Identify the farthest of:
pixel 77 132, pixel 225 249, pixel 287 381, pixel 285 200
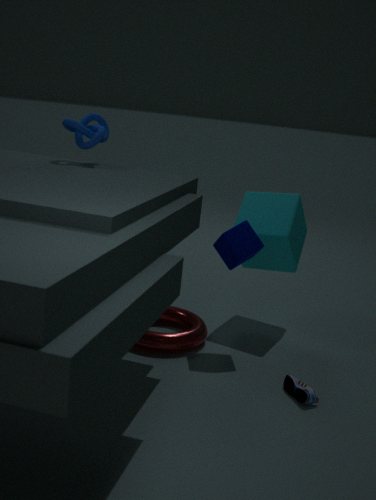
pixel 285 200
